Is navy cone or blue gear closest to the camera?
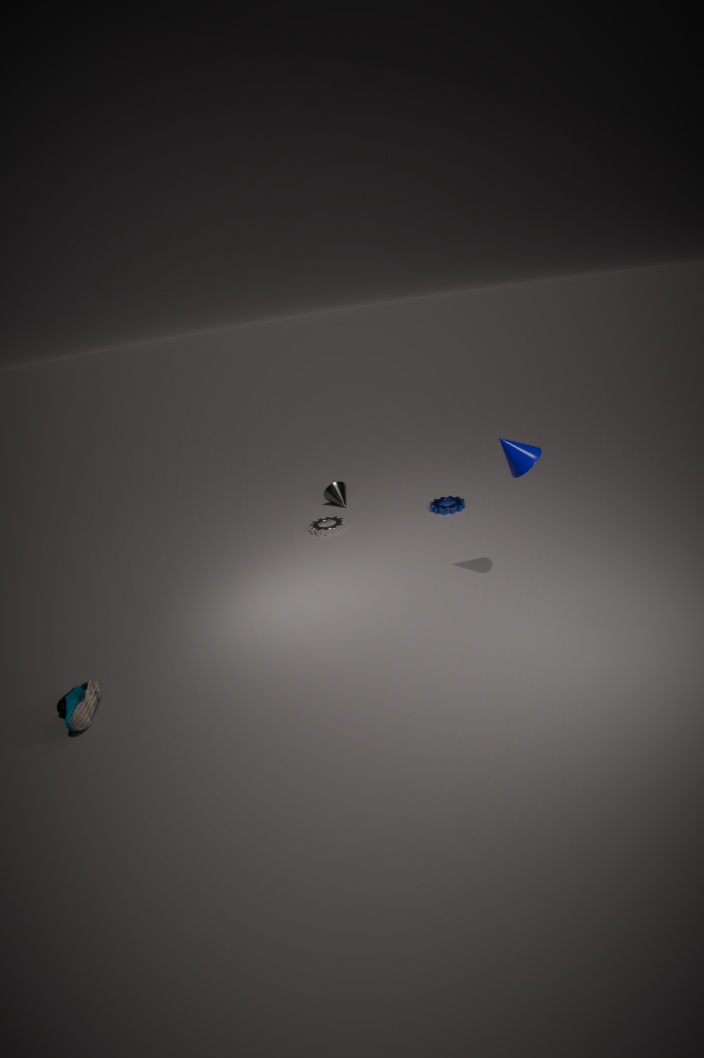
navy cone
